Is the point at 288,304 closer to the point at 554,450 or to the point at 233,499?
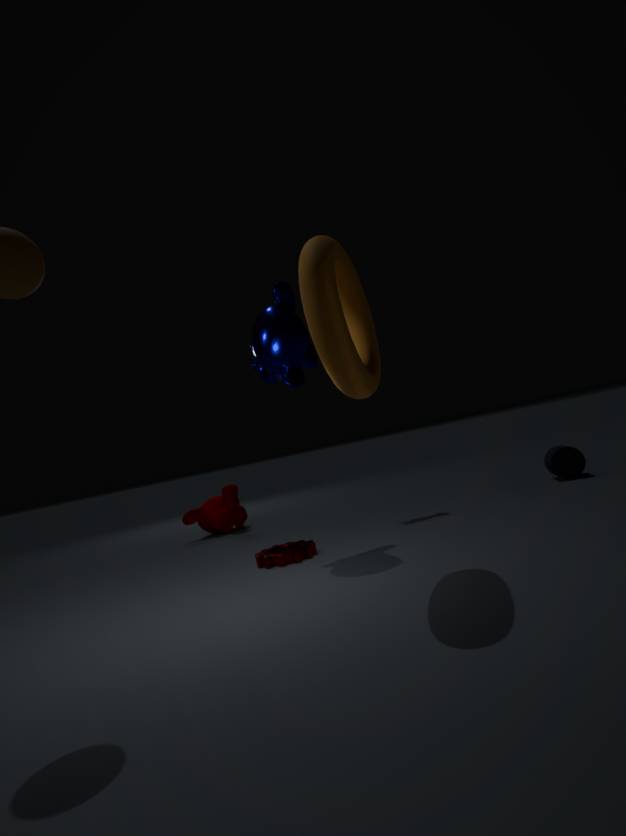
the point at 233,499
